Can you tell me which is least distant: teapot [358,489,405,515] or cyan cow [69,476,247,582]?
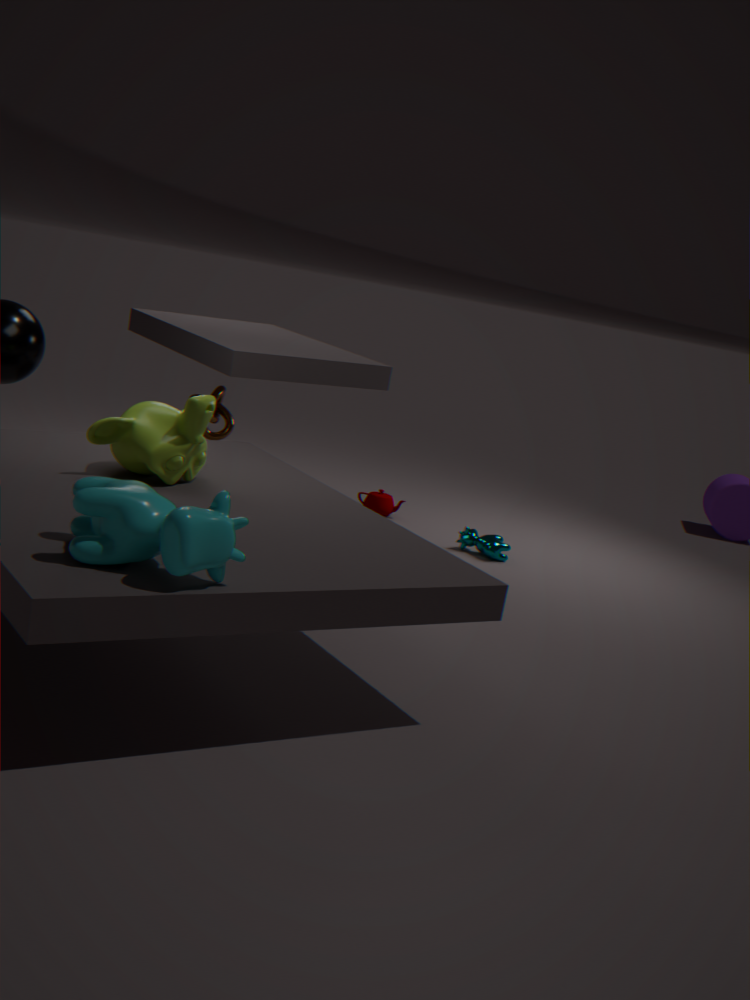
cyan cow [69,476,247,582]
